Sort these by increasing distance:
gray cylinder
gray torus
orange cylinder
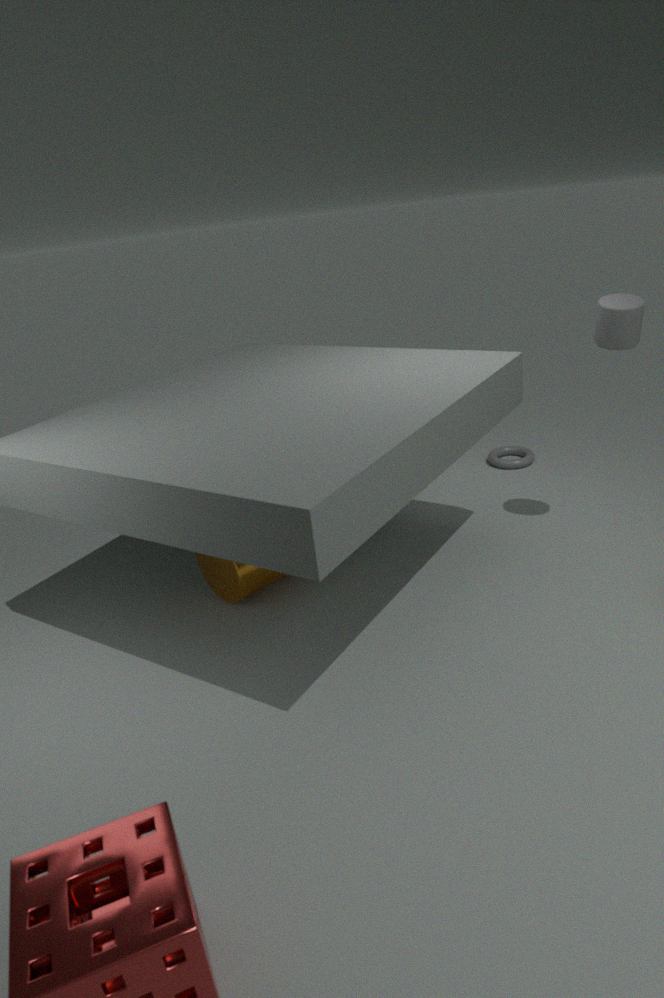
gray cylinder → orange cylinder → gray torus
